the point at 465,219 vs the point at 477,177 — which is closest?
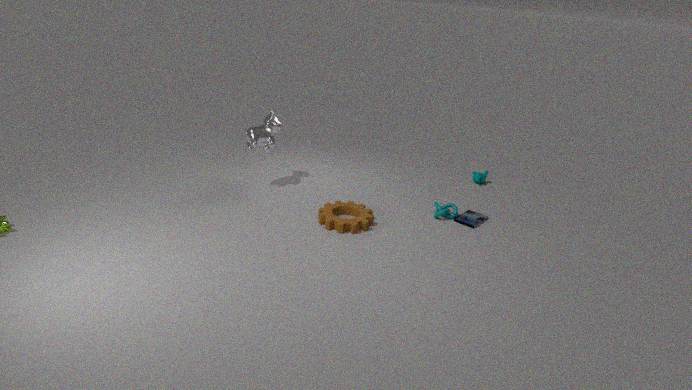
the point at 465,219
